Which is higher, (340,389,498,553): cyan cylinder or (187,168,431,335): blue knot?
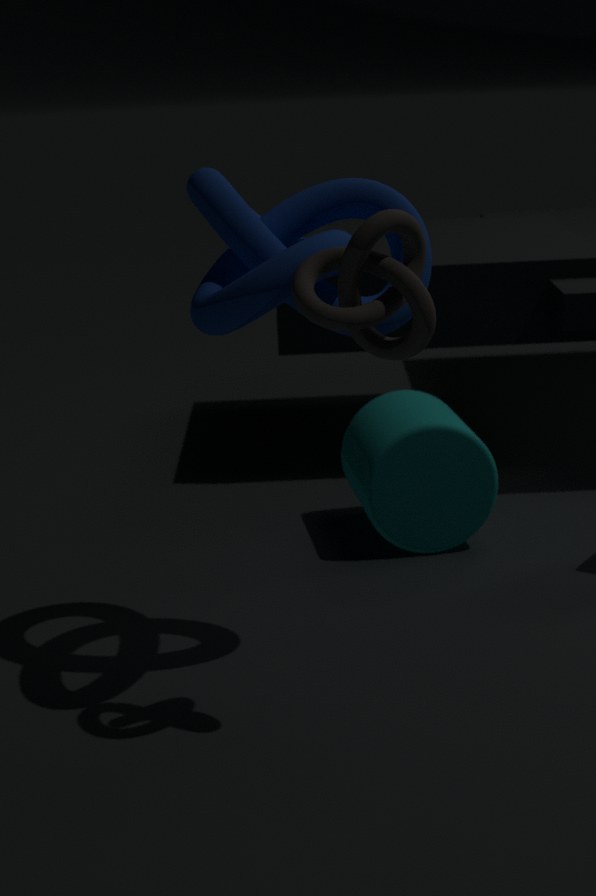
(187,168,431,335): blue knot
